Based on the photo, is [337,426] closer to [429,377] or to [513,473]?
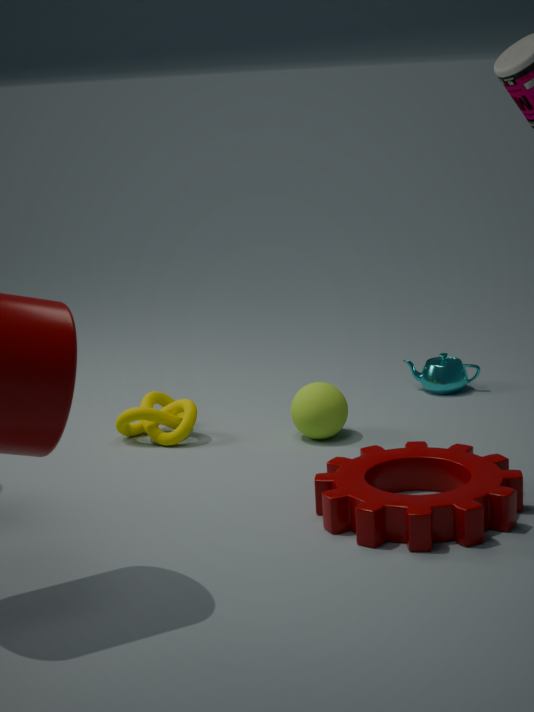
[429,377]
